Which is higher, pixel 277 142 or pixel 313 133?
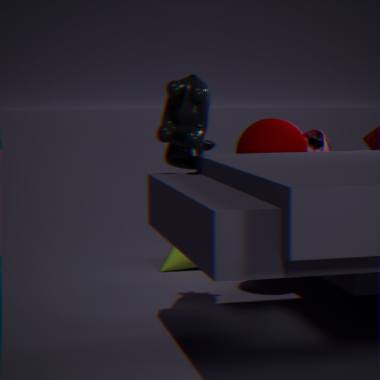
pixel 277 142
